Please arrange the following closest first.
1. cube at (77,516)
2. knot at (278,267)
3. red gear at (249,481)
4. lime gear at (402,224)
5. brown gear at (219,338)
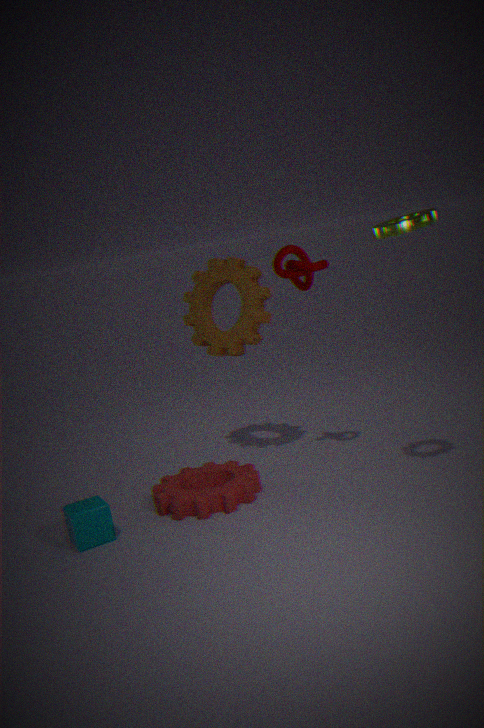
lime gear at (402,224), cube at (77,516), red gear at (249,481), knot at (278,267), brown gear at (219,338)
